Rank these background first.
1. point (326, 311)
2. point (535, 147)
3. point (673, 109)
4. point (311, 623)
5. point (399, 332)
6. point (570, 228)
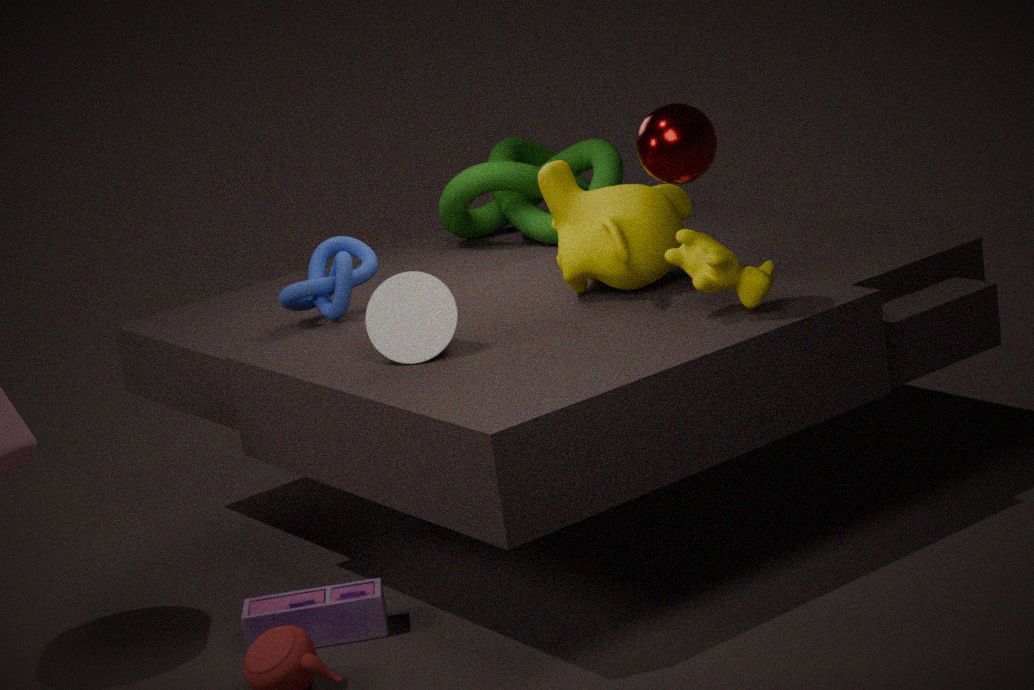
point (535, 147)
point (326, 311)
point (570, 228)
point (399, 332)
point (311, 623)
point (673, 109)
